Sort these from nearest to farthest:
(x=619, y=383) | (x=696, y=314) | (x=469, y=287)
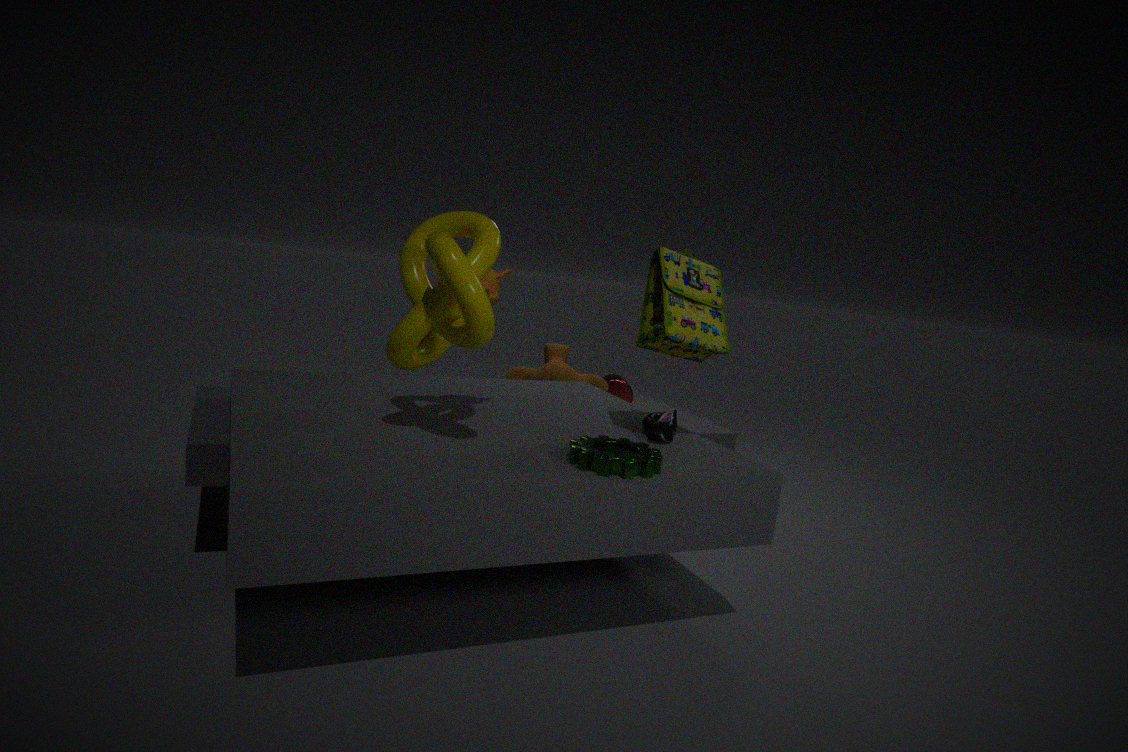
(x=469, y=287), (x=696, y=314), (x=619, y=383)
